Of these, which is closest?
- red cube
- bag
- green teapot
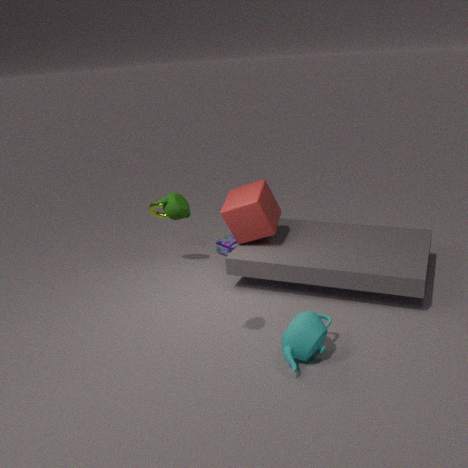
green teapot
